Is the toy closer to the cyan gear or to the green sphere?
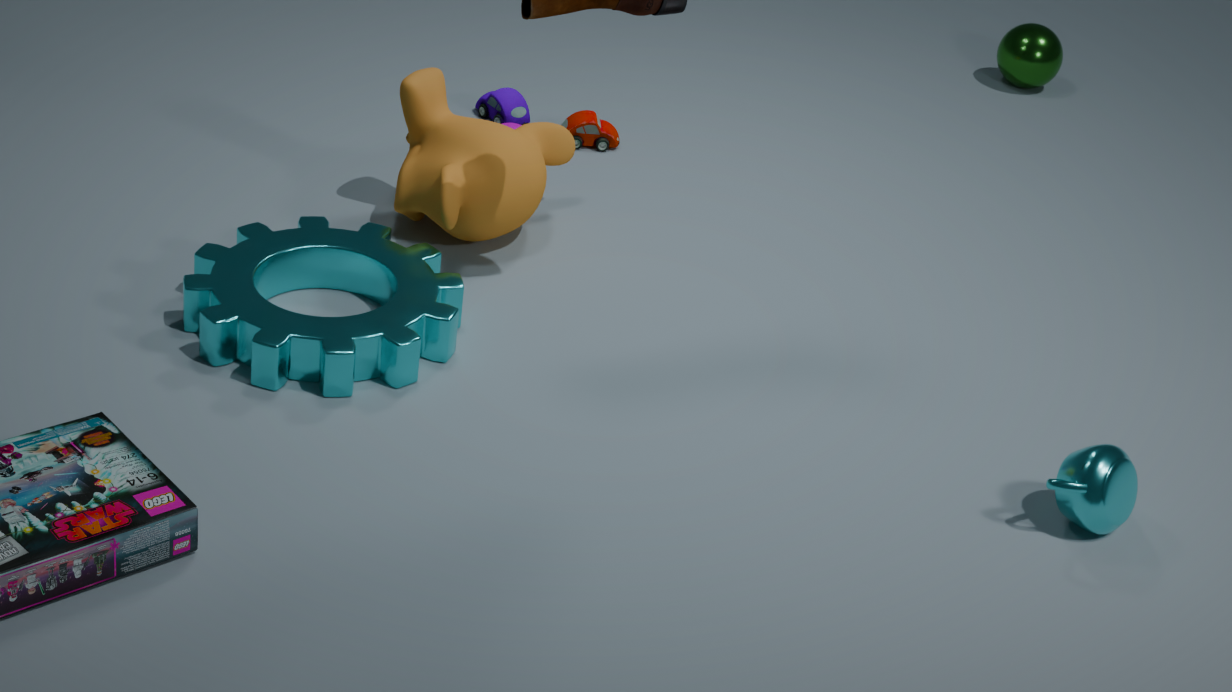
the cyan gear
